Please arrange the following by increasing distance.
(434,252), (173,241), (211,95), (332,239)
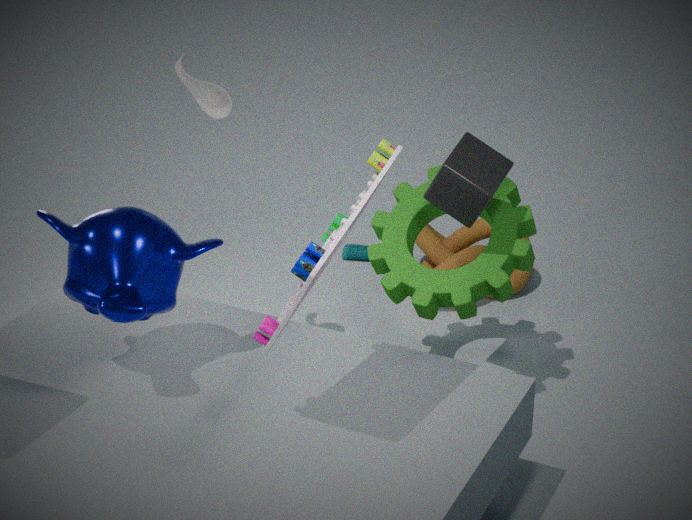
(332,239) → (173,241) → (211,95) → (434,252)
